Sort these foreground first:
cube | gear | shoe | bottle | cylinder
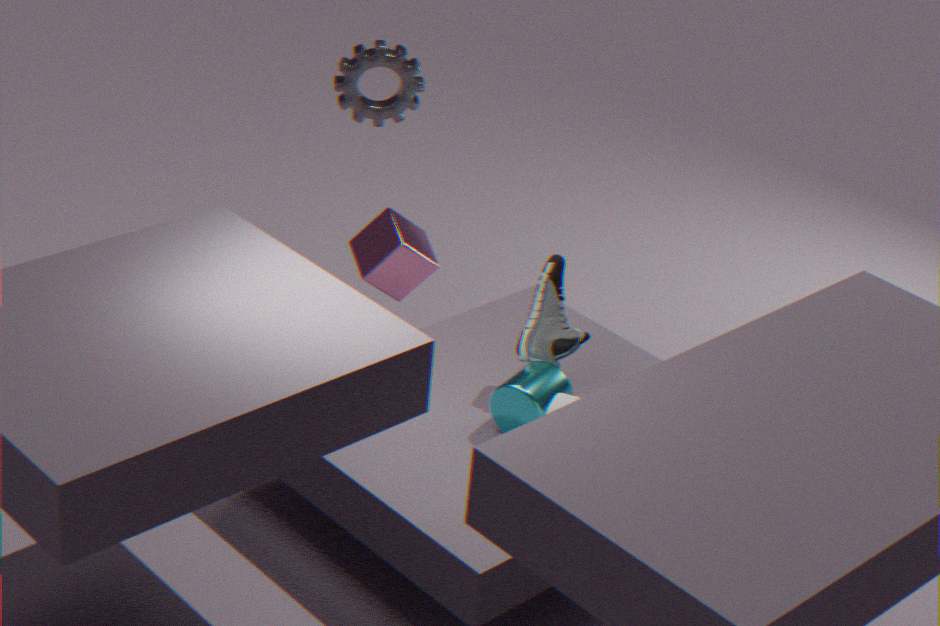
bottle, cylinder, shoe, gear, cube
